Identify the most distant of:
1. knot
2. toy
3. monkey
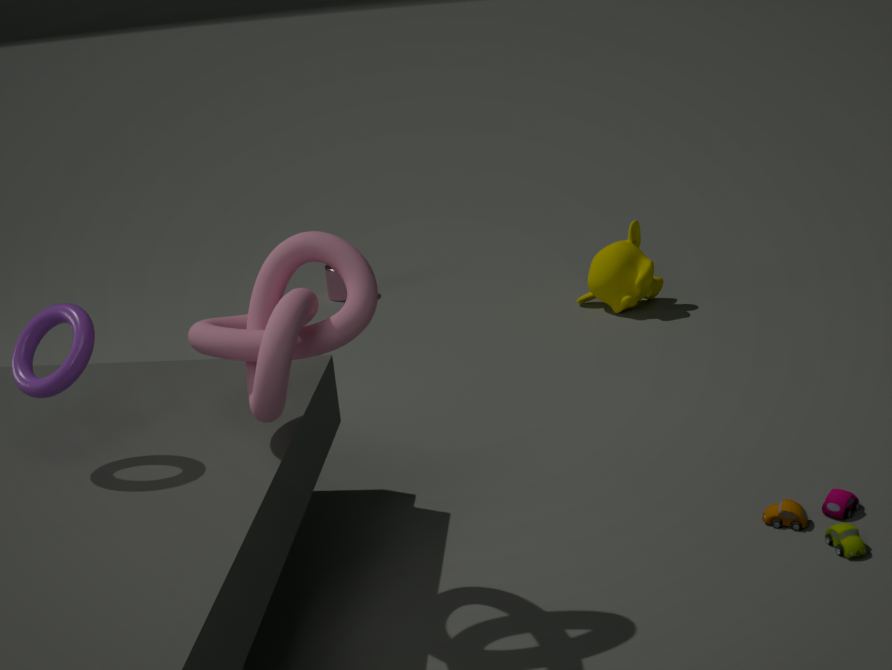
monkey
